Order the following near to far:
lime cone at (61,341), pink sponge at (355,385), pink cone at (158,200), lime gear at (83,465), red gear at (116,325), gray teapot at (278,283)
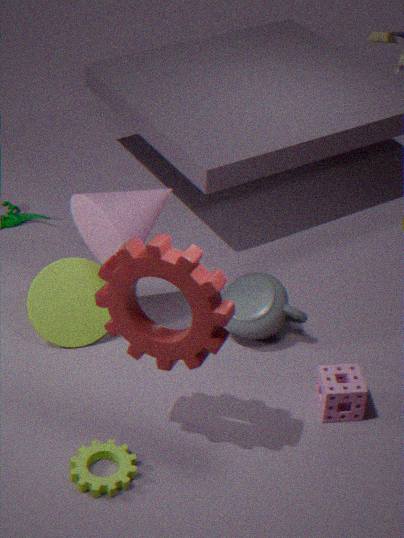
red gear at (116,325)
lime gear at (83,465)
pink sponge at (355,385)
pink cone at (158,200)
lime cone at (61,341)
gray teapot at (278,283)
